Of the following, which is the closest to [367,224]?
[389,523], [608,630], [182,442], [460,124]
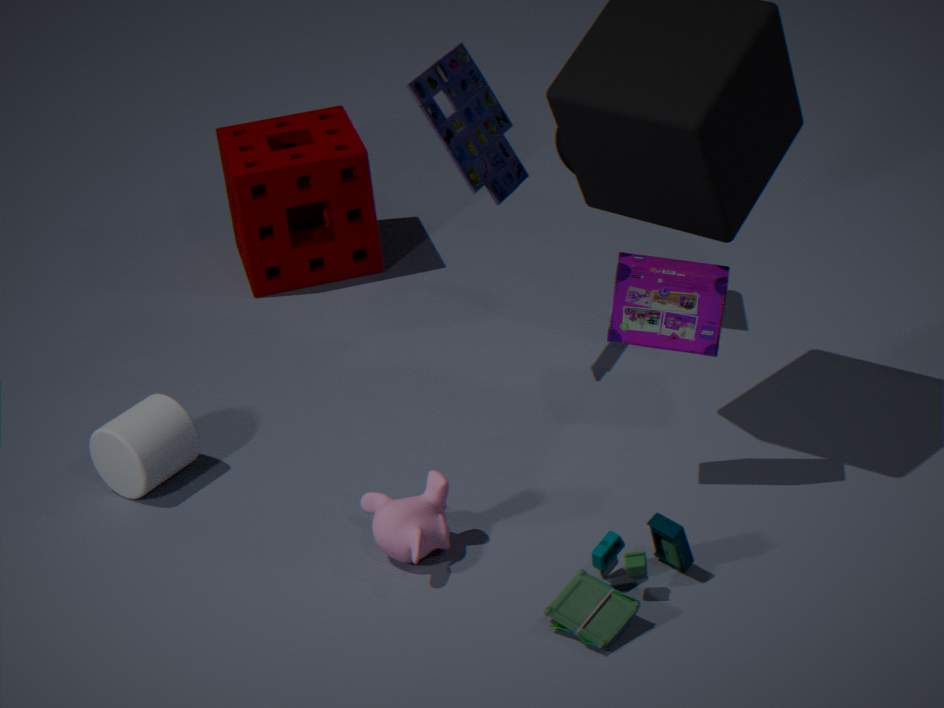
[460,124]
